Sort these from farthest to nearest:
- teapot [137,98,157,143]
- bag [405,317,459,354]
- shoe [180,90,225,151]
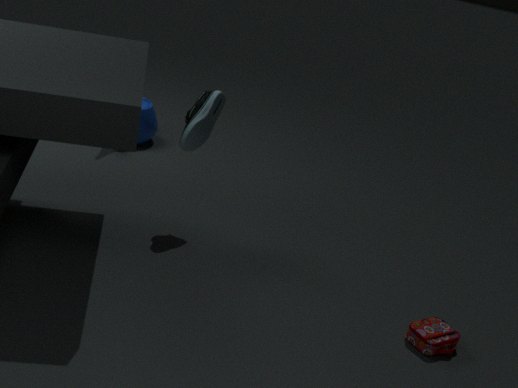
teapot [137,98,157,143] → shoe [180,90,225,151] → bag [405,317,459,354]
